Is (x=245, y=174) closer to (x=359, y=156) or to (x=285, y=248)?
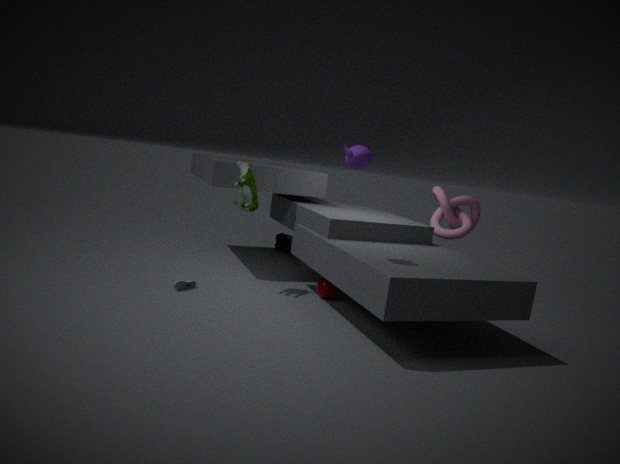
(x=359, y=156)
